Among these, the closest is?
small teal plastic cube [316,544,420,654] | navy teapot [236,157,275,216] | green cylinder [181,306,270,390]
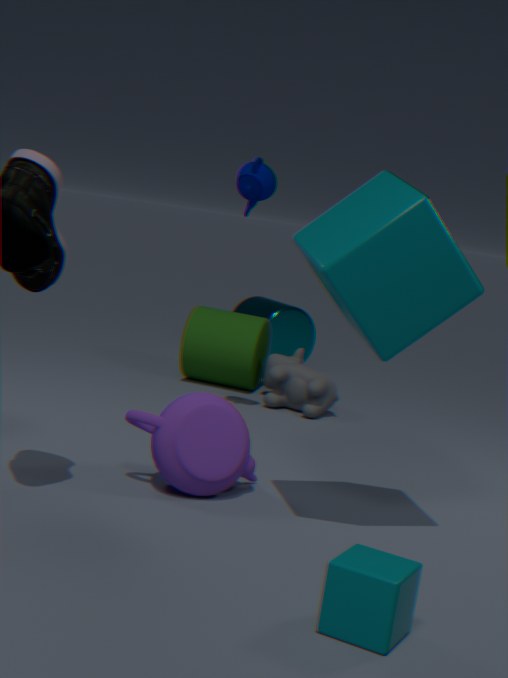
small teal plastic cube [316,544,420,654]
